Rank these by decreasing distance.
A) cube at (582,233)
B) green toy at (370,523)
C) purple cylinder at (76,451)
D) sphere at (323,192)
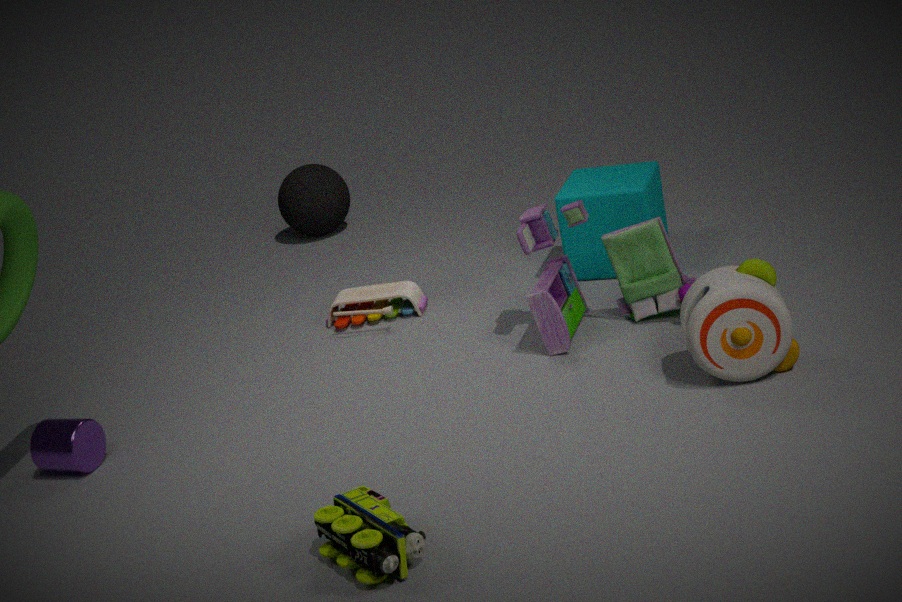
sphere at (323,192) → cube at (582,233) → purple cylinder at (76,451) → green toy at (370,523)
